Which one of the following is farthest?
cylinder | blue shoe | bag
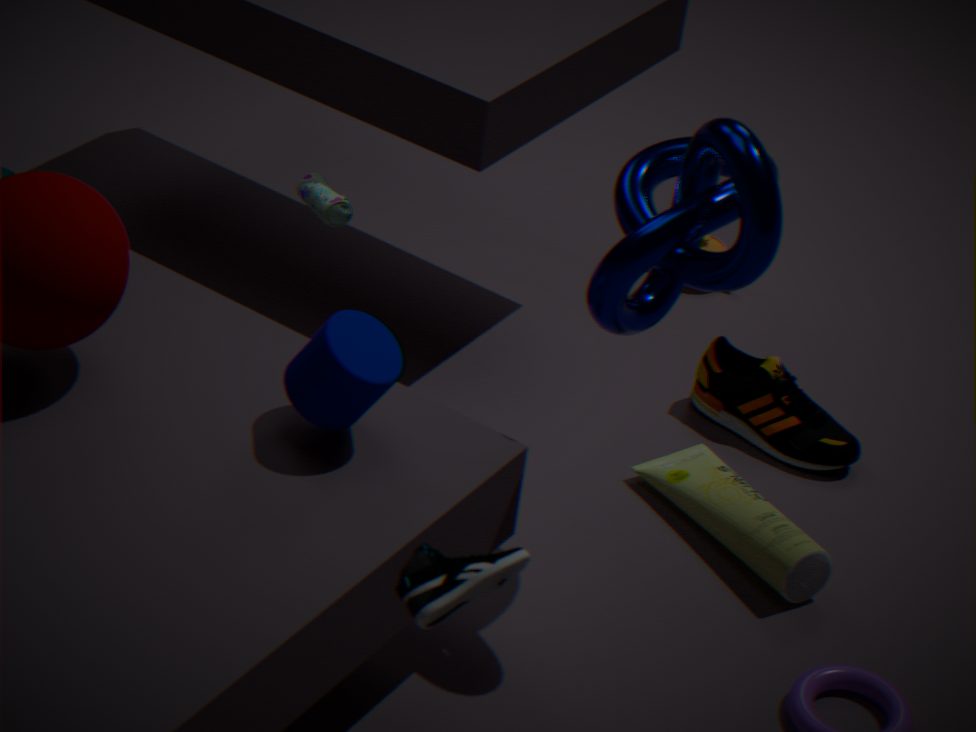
bag
